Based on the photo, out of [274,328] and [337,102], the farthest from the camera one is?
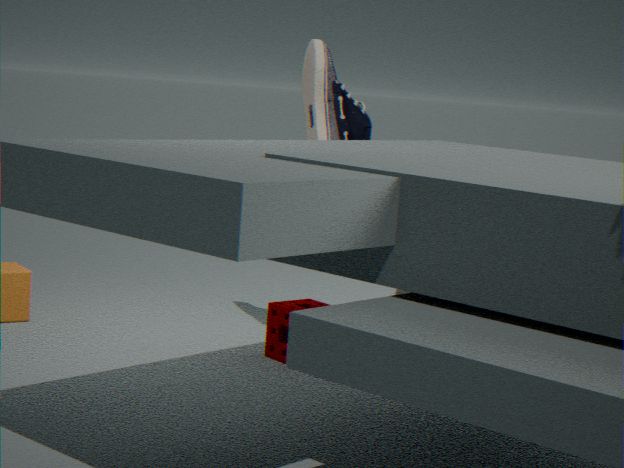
[337,102]
